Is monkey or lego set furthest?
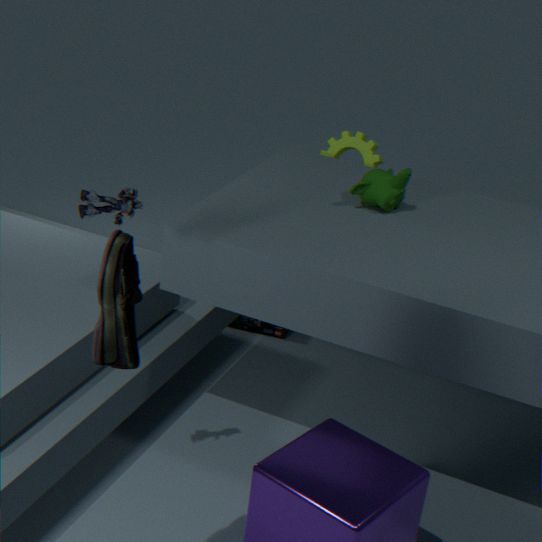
lego set
